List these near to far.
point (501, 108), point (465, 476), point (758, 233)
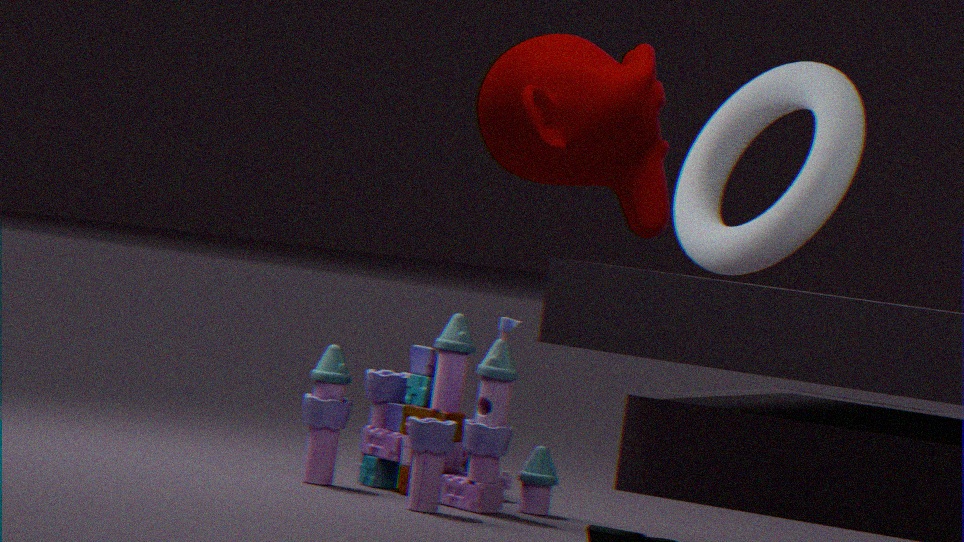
1. point (501, 108)
2. point (758, 233)
3. point (465, 476)
